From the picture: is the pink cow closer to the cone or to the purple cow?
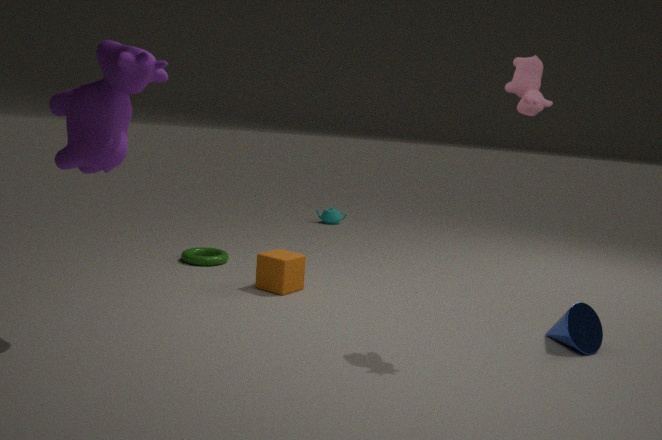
the cone
